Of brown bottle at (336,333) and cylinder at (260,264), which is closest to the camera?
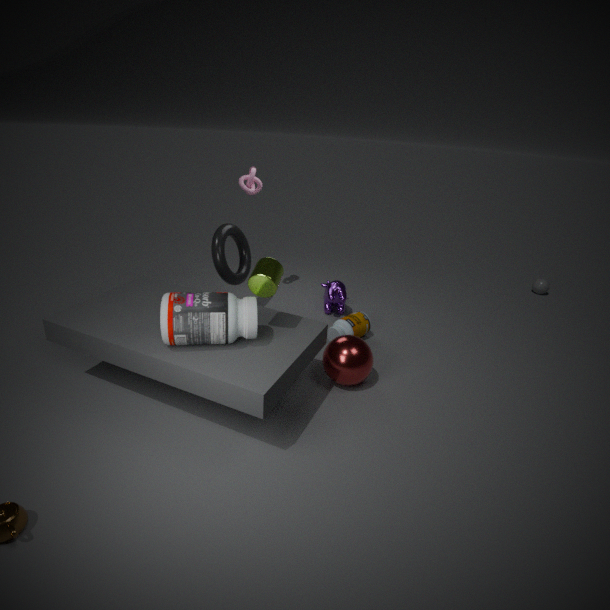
cylinder at (260,264)
